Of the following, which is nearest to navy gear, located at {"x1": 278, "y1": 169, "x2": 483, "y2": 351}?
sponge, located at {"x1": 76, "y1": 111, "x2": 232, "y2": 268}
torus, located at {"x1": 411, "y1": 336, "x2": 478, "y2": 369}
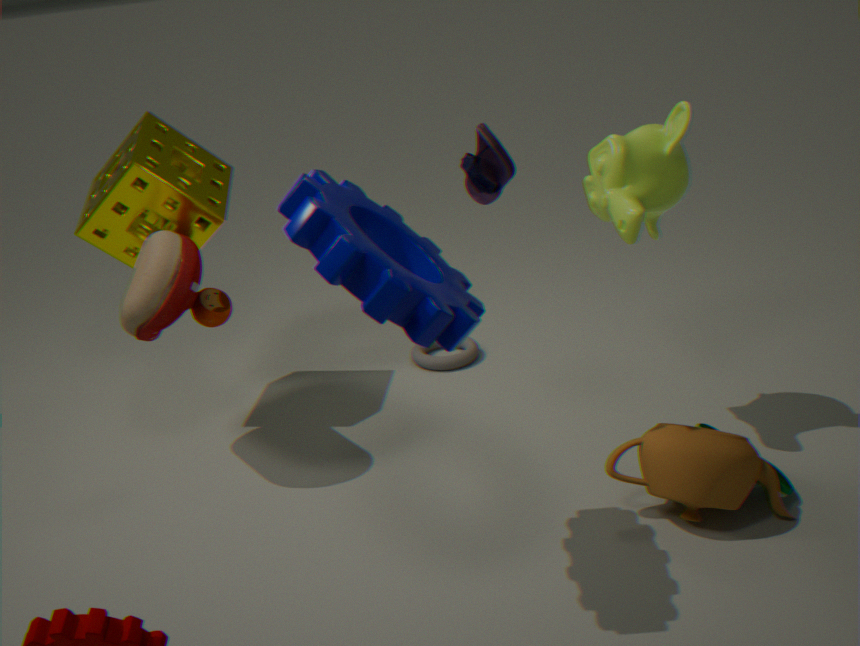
sponge, located at {"x1": 76, "y1": 111, "x2": 232, "y2": 268}
